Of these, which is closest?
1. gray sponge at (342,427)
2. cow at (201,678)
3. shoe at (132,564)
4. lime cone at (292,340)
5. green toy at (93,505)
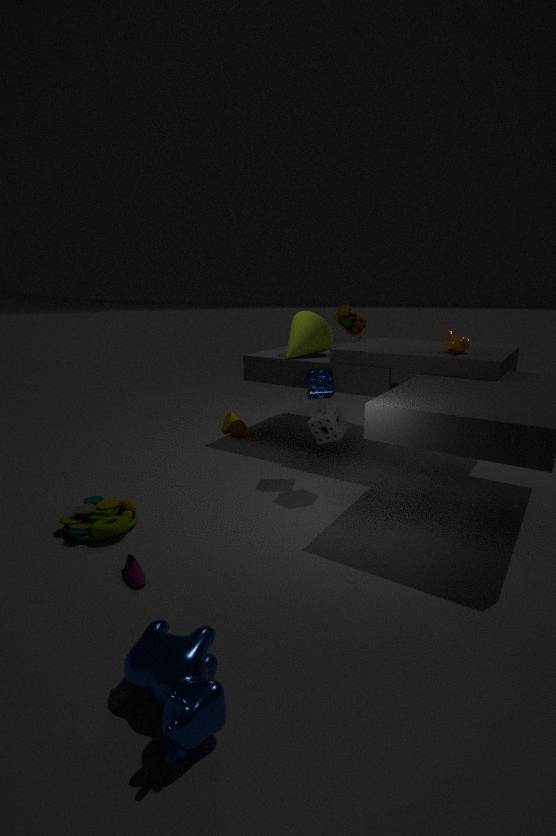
cow at (201,678)
